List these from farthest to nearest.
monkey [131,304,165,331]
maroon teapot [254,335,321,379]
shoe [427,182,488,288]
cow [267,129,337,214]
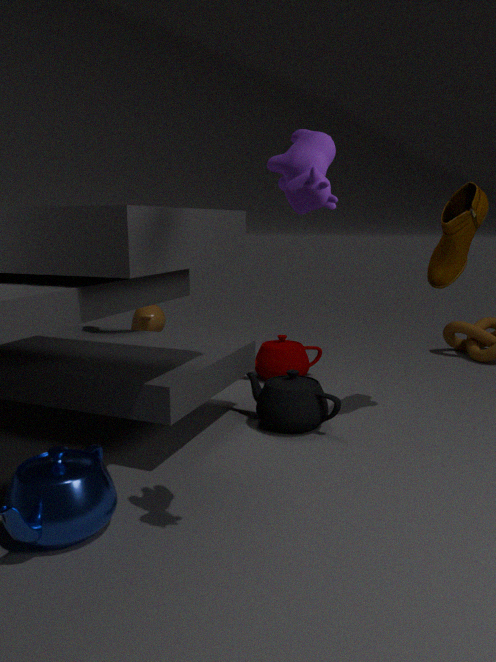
monkey [131,304,165,331]
maroon teapot [254,335,321,379]
shoe [427,182,488,288]
cow [267,129,337,214]
